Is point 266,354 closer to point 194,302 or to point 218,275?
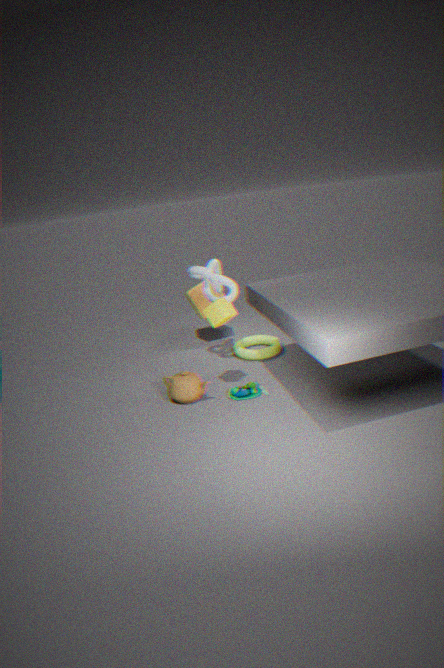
point 194,302
